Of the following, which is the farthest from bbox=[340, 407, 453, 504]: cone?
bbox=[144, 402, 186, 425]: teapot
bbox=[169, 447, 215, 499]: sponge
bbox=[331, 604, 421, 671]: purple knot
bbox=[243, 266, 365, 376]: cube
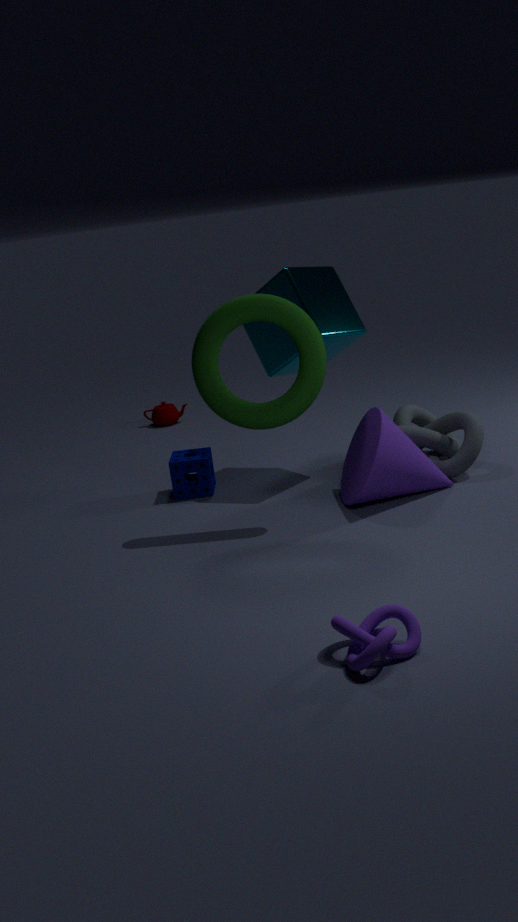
bbox=[144, 402, 186, 425]: teapot
